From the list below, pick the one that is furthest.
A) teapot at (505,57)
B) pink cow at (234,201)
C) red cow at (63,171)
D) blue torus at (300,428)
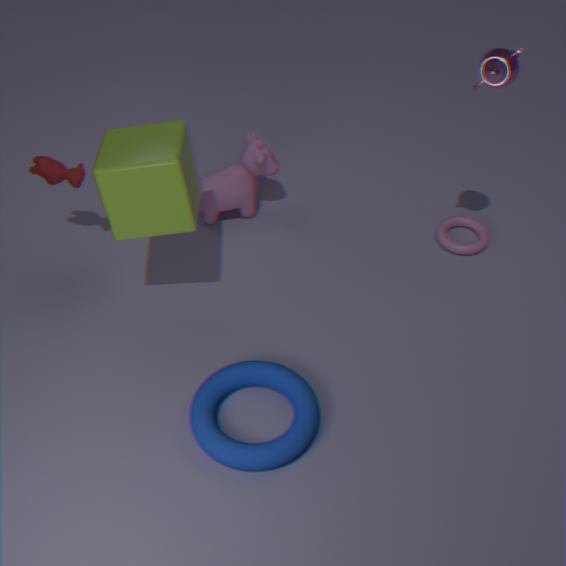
pink cow at (234,201)
